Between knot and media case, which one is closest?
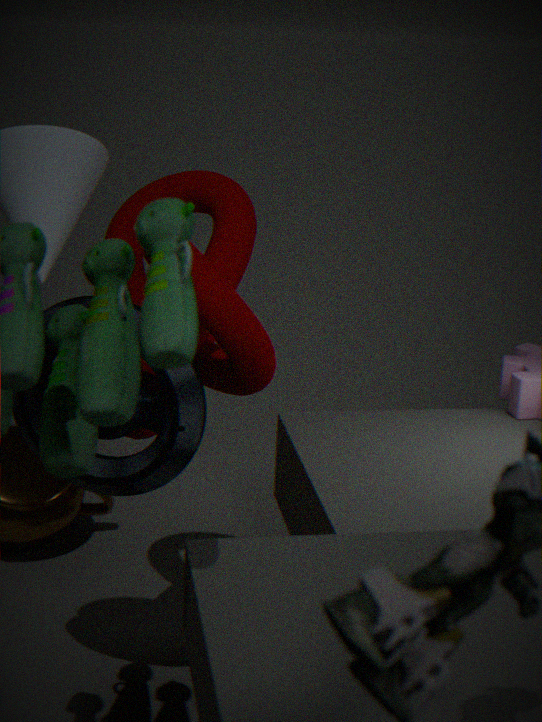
knot
